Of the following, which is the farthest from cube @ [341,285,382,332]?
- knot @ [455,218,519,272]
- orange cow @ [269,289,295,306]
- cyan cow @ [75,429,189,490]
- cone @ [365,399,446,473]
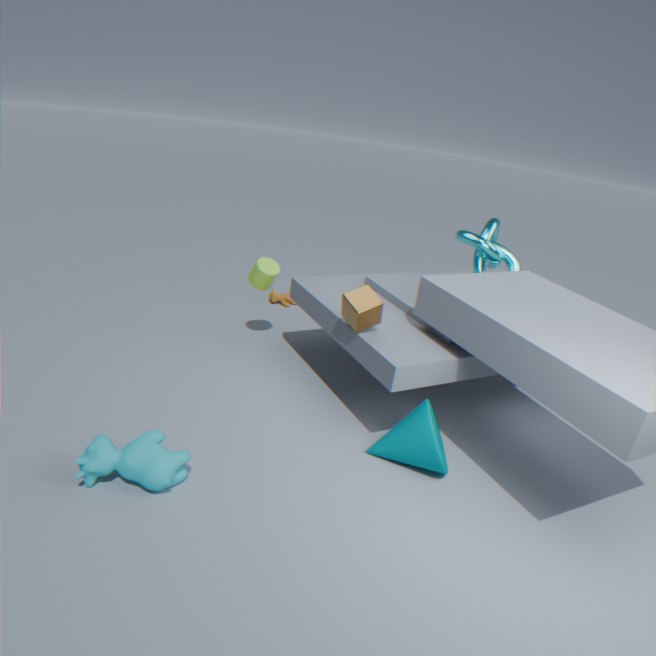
orange cow @ [269,289,295,306]
